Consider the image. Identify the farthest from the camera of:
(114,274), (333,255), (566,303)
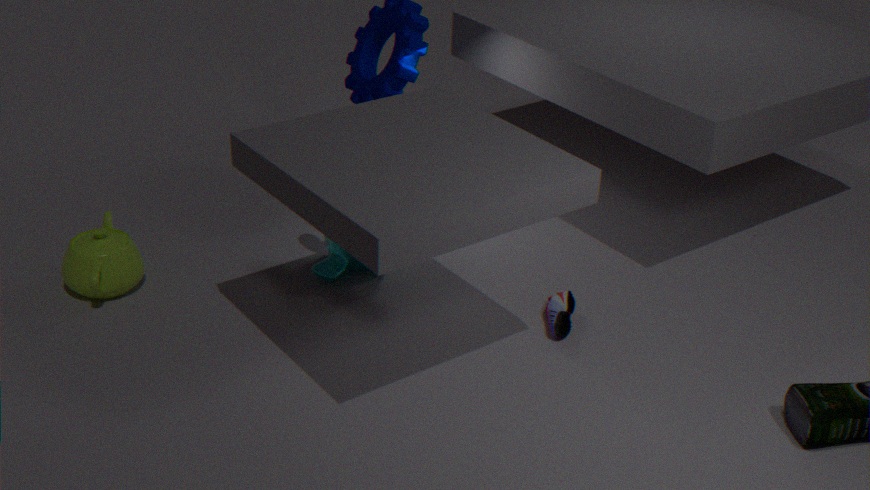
(333,255)
